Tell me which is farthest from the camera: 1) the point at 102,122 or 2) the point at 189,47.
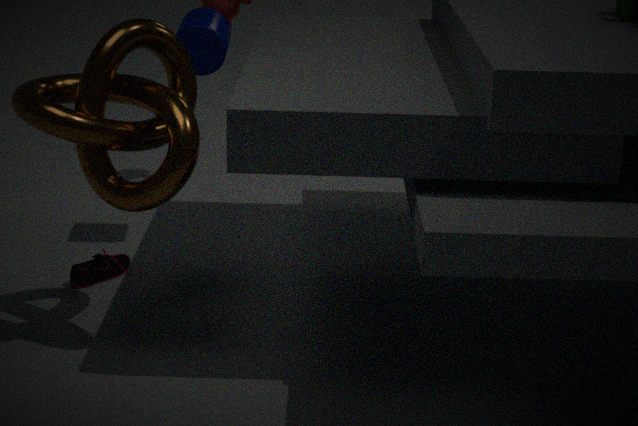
2. the point at 189,47
